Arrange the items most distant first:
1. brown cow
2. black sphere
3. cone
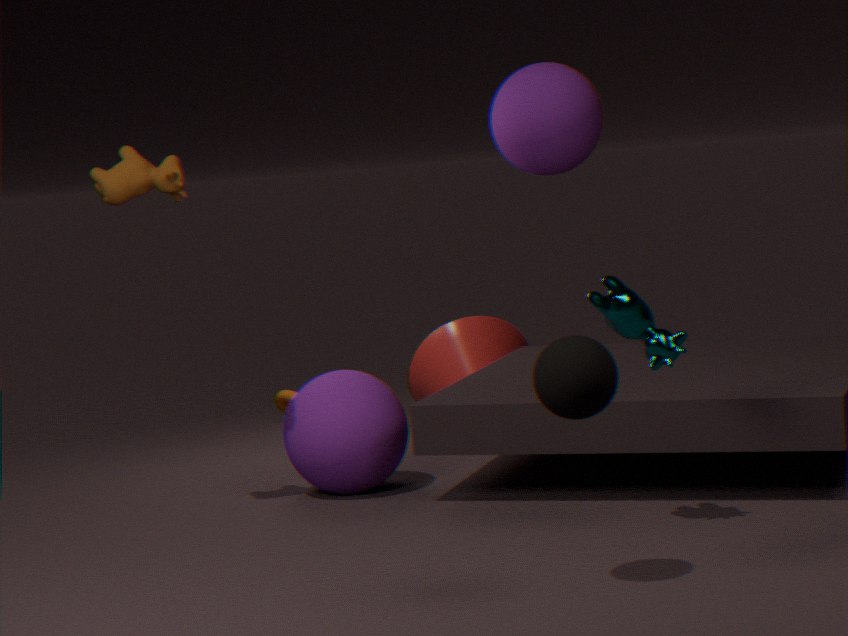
cone
brown cow
black sphere
